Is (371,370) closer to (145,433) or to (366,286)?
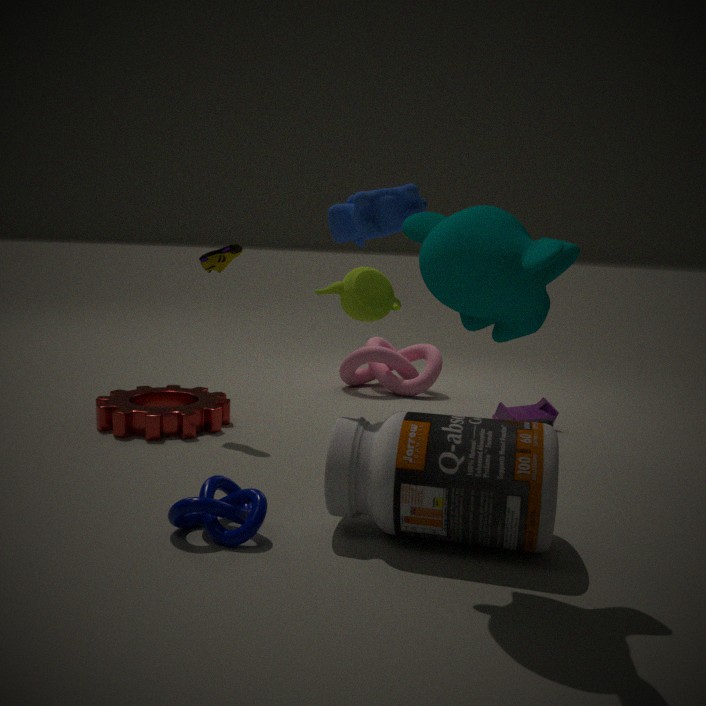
(145,433)
